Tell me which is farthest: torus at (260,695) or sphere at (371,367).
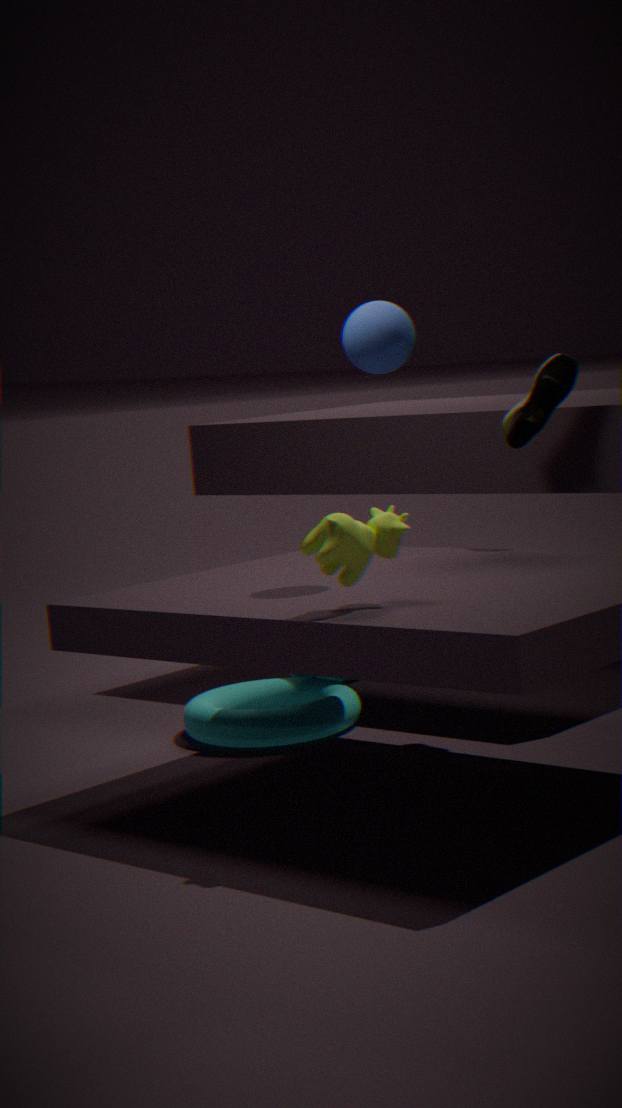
torus at (260,695)
